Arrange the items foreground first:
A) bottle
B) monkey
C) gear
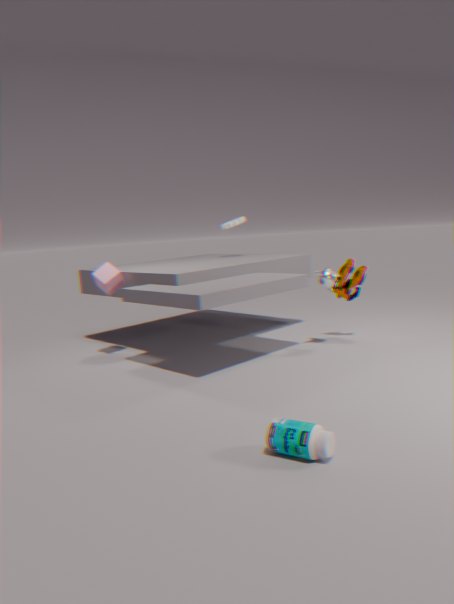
bottle → monkey → gear
